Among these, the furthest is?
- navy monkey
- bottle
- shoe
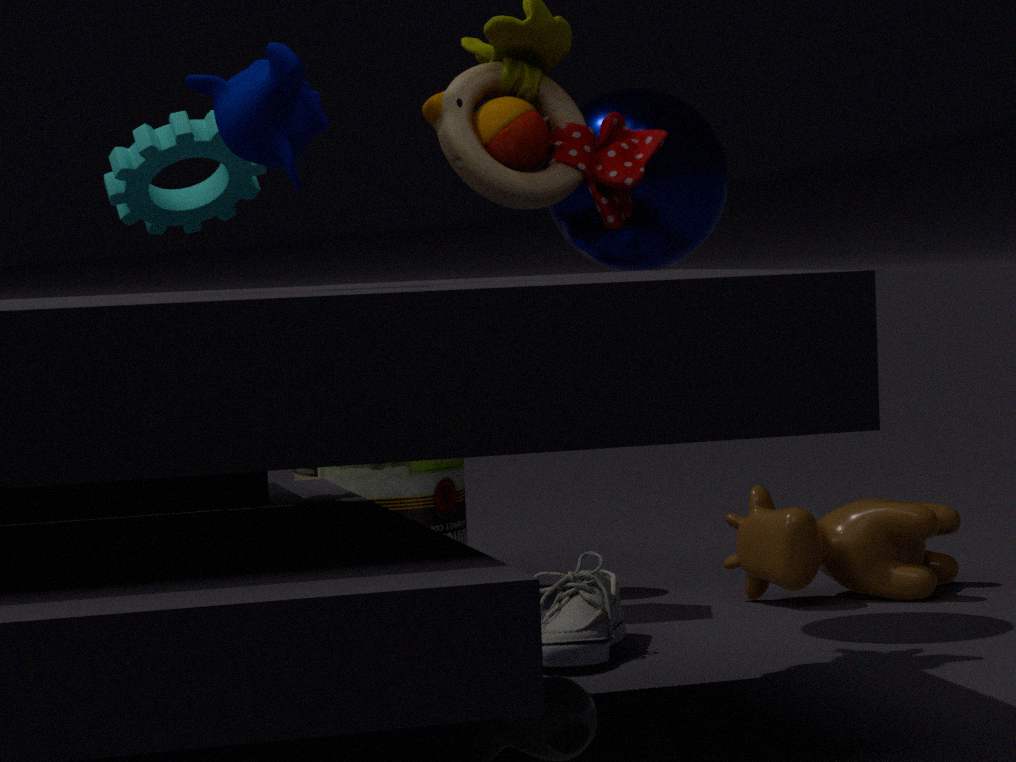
bottle
